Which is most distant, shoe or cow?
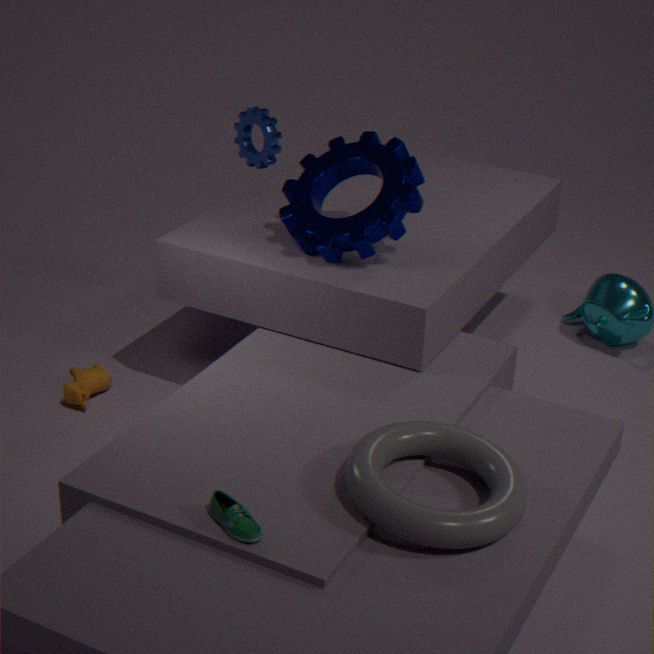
cow
